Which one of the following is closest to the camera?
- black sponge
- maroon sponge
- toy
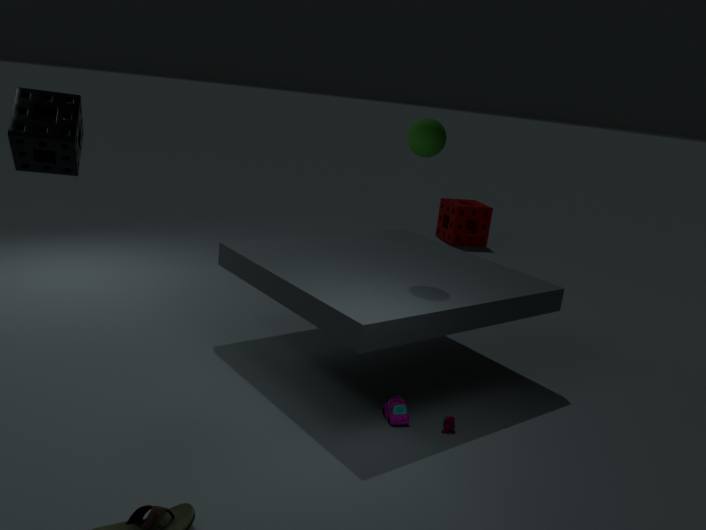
black sponge
